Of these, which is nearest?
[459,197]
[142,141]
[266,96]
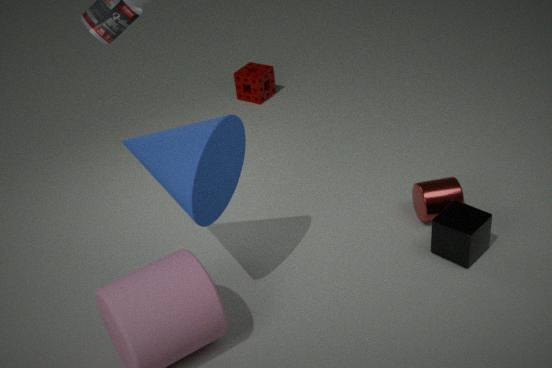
[142,141]
